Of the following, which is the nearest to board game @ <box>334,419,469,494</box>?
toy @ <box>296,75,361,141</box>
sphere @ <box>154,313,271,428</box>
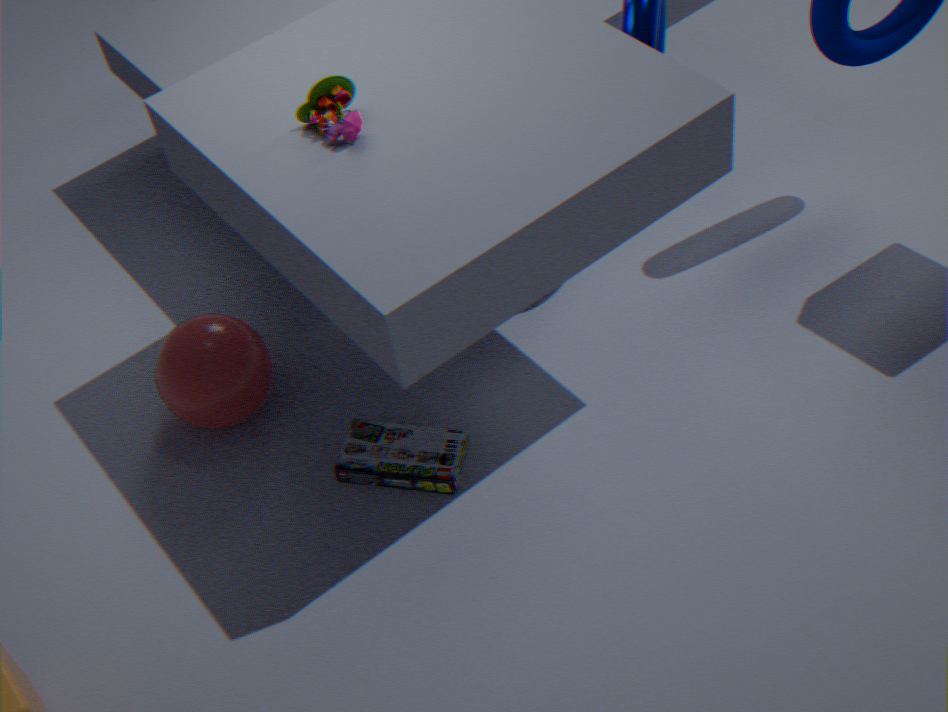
sphere @ <box>154,313,271,428</box>
